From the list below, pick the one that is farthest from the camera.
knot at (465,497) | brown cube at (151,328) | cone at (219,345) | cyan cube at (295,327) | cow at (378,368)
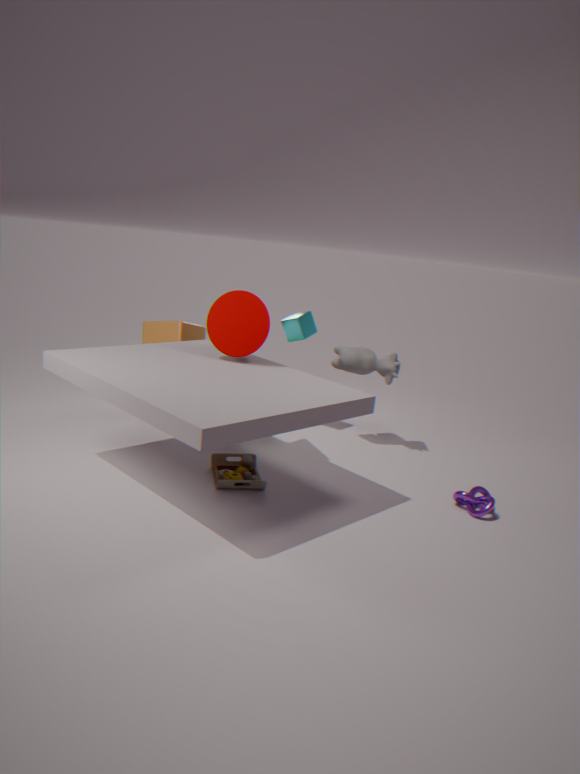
cyan cube at (295,327)
